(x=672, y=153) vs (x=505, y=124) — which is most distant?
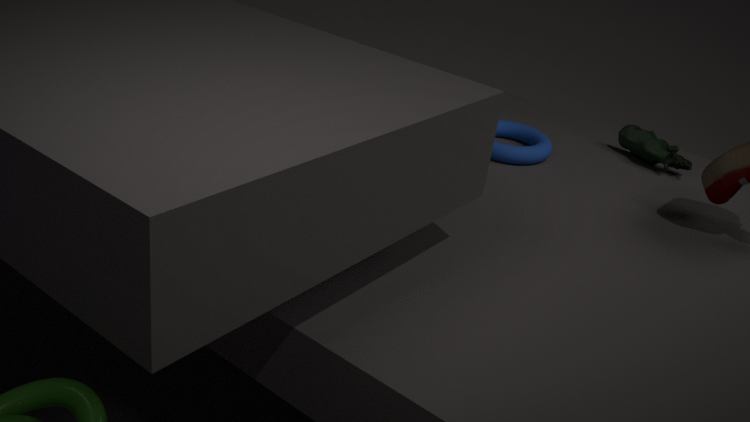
(x=505, y=124)
